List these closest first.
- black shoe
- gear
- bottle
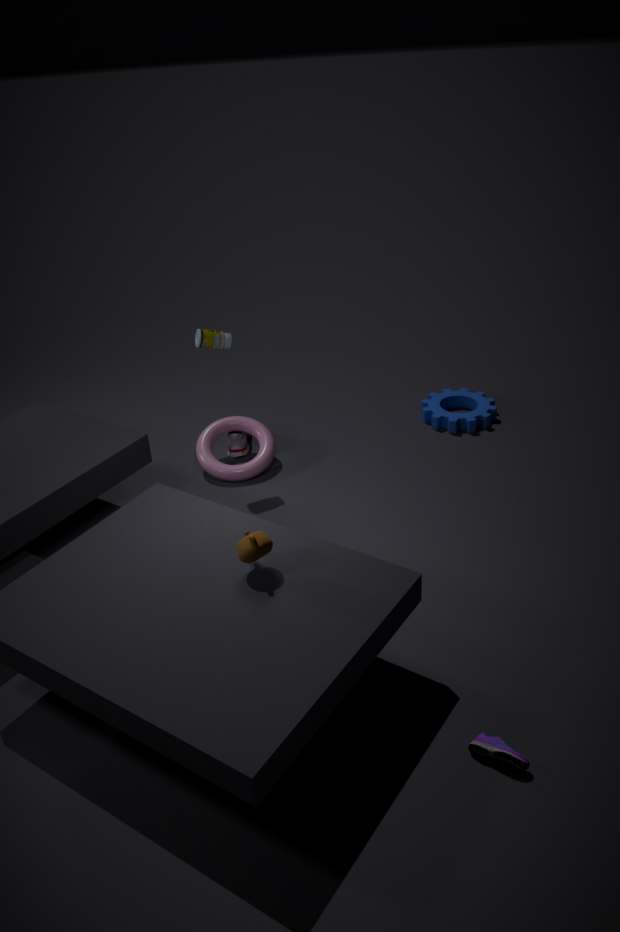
black shoe, bottle, gear
